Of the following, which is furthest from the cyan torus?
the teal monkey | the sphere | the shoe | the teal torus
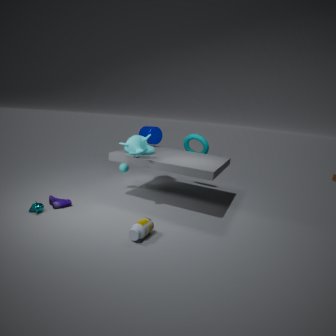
the teal monkey
